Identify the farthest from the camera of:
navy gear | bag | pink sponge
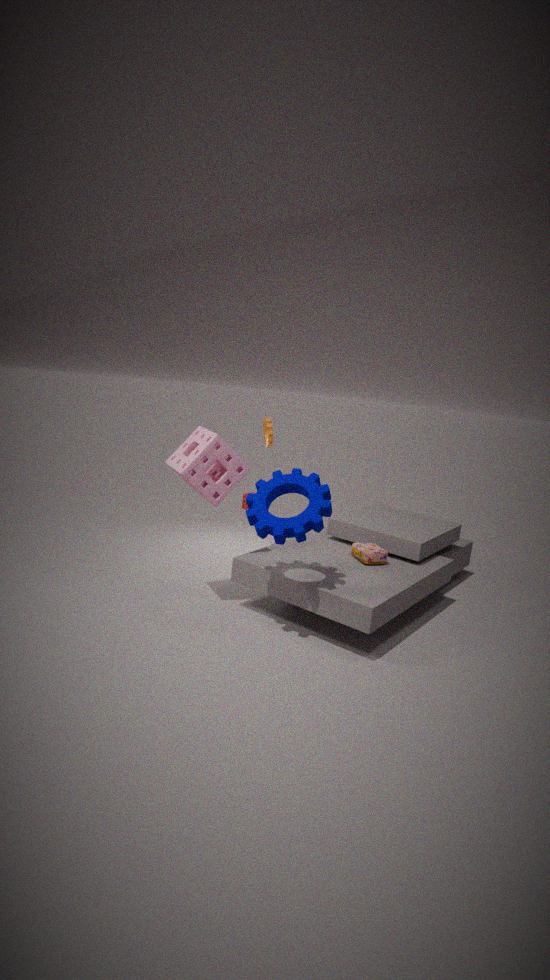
bag
